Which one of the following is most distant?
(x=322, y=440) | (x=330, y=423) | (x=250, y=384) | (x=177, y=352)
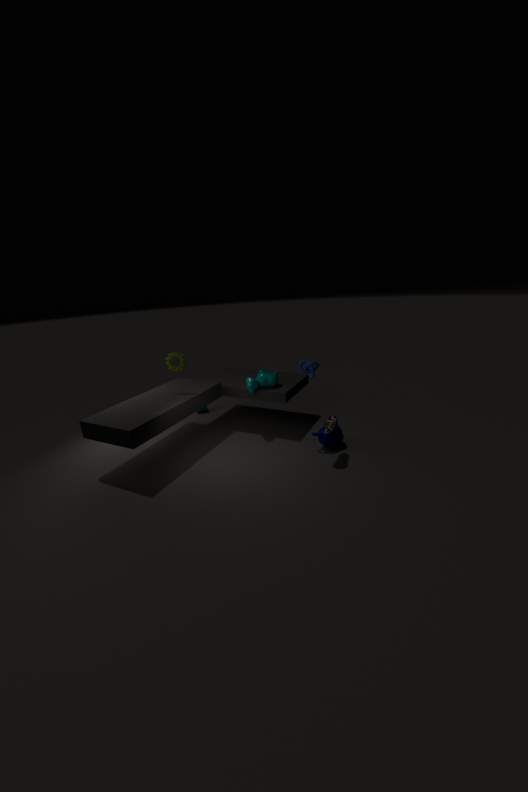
(x=250, y=384)
